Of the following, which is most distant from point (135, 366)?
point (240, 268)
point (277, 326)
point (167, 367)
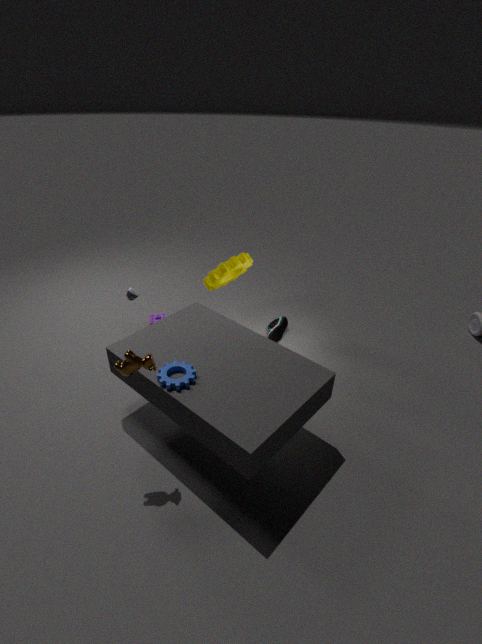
point (277, 326)
